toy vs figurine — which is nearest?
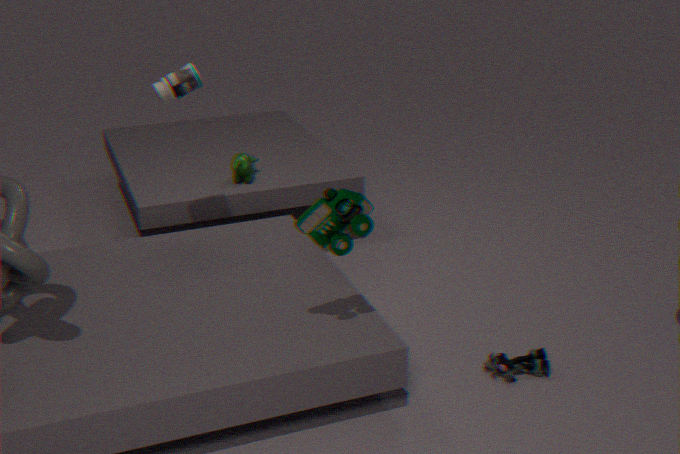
toy
